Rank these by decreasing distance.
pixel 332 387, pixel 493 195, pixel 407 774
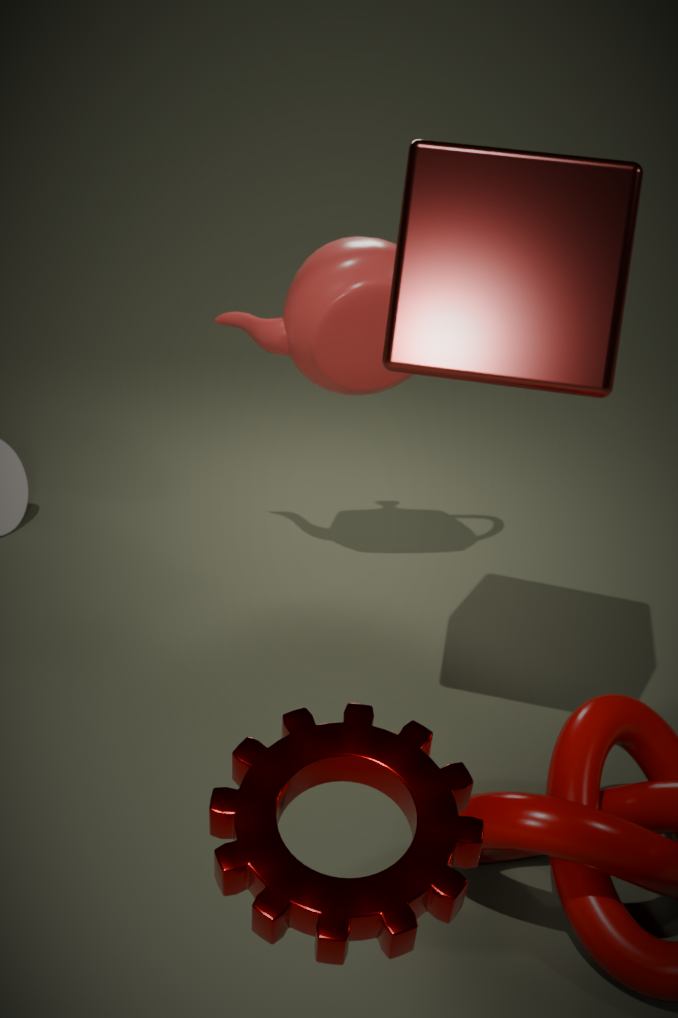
1. pixel 332 387
2. pixel 493 195
3. pixel 407 774
